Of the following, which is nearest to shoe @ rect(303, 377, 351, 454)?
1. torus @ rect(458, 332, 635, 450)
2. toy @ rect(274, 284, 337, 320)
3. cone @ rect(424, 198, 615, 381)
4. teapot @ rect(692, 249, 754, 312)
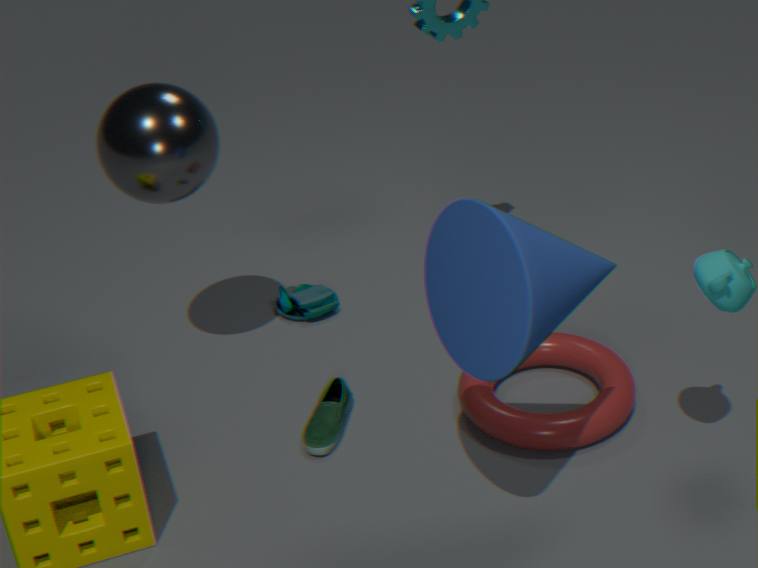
torus @ rect(458, 332, 635, 450)
